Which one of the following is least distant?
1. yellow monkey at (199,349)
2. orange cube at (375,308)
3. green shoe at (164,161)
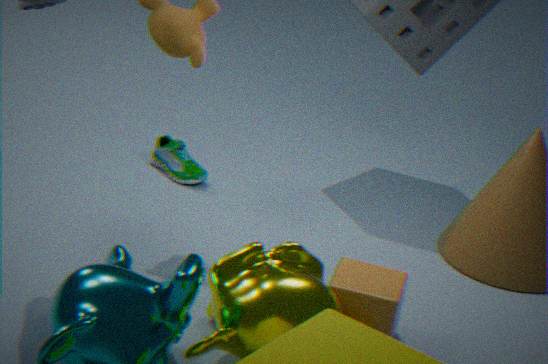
yellow monkey at (199,349)
